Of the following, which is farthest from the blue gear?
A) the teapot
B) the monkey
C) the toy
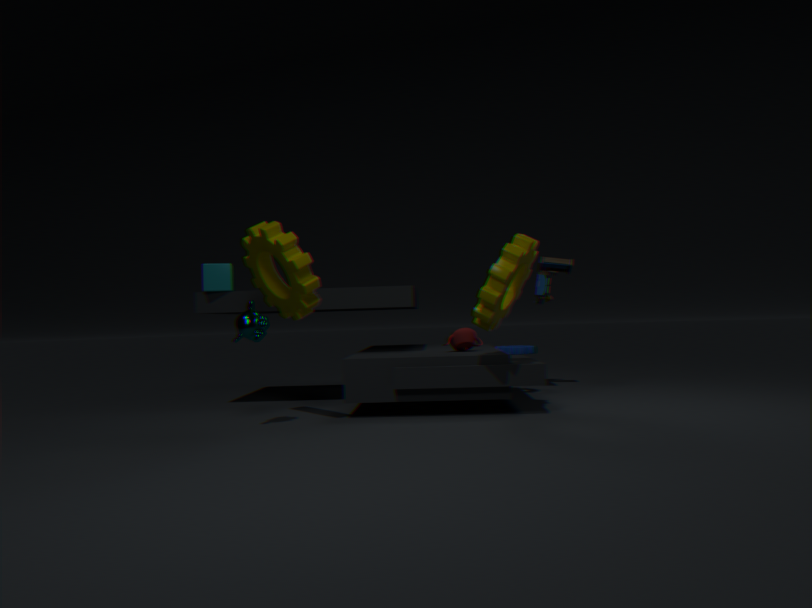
the monkey
